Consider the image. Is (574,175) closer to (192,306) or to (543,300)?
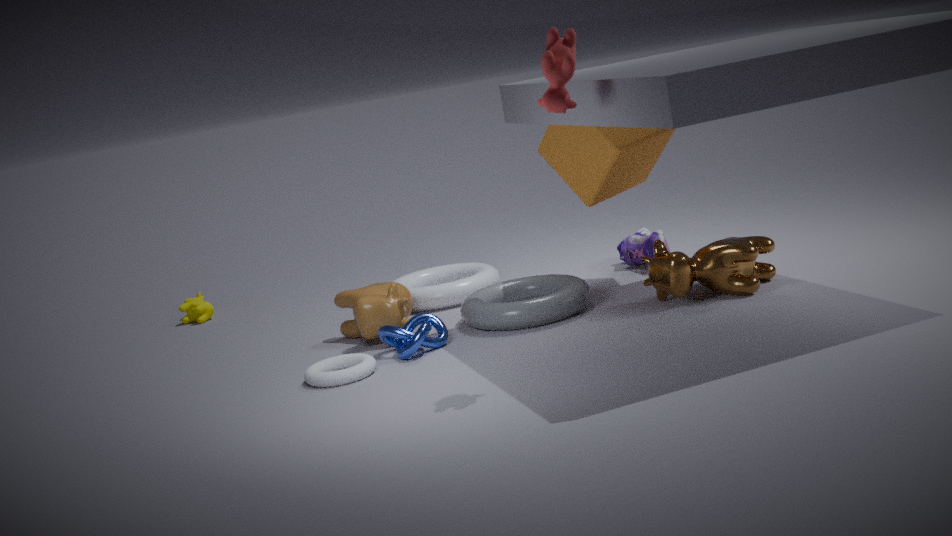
(543,300)
